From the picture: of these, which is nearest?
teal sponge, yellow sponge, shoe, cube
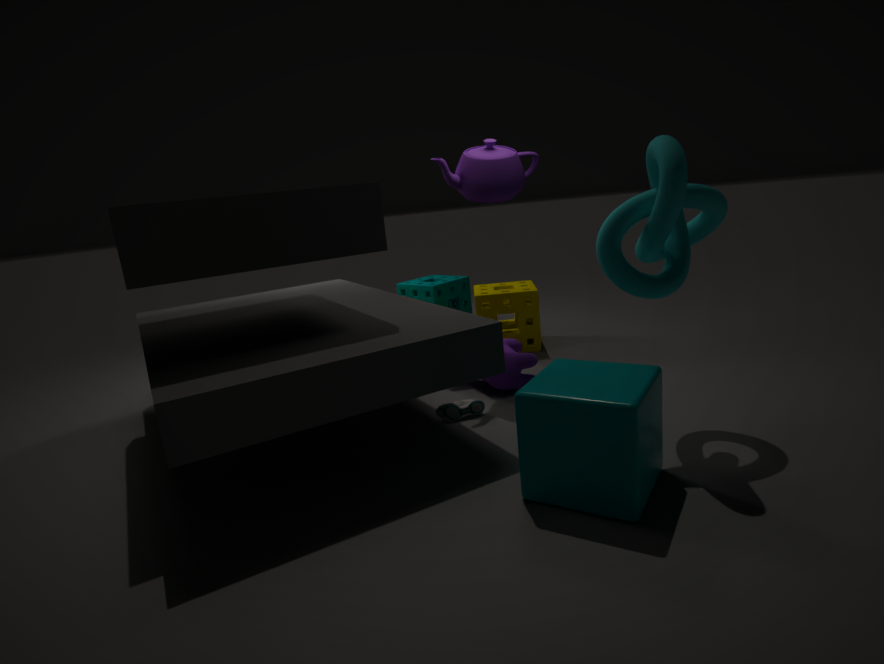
cube
